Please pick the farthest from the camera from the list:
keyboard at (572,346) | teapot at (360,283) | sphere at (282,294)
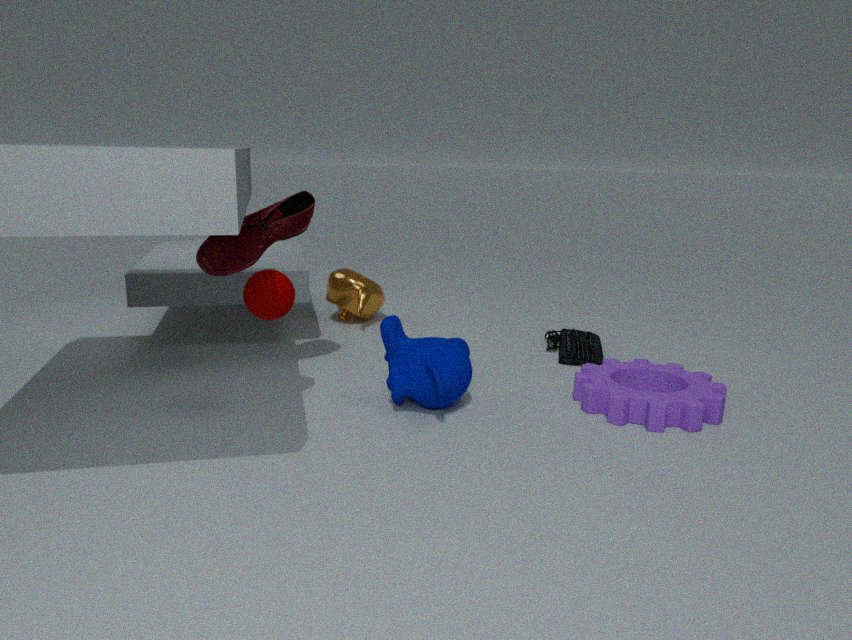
teapot at (360,283)
